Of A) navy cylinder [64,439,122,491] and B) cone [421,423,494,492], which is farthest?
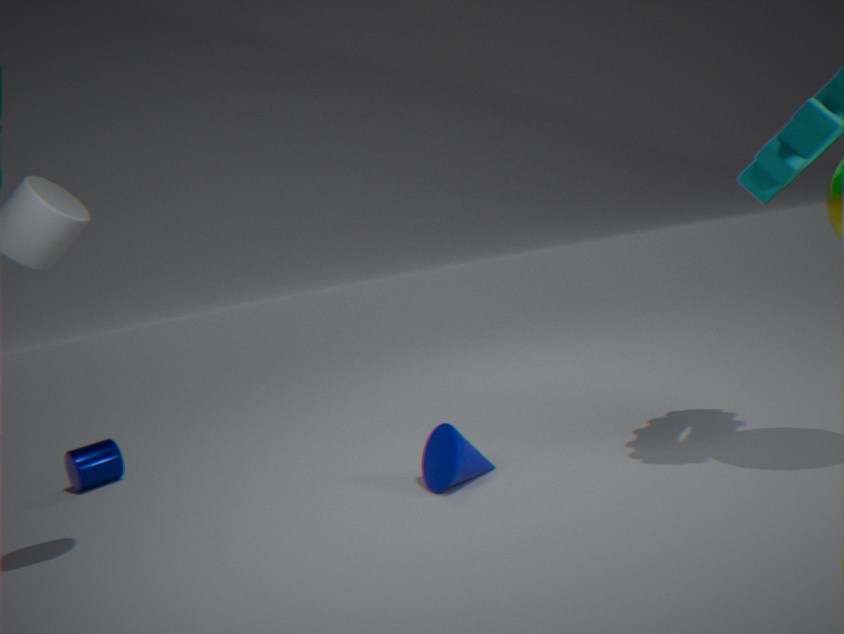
A. navy cylinder [64,439,122,491]
